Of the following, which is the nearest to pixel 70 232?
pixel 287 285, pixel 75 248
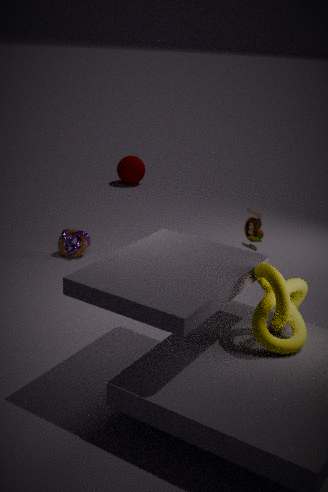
pixel 75 248
